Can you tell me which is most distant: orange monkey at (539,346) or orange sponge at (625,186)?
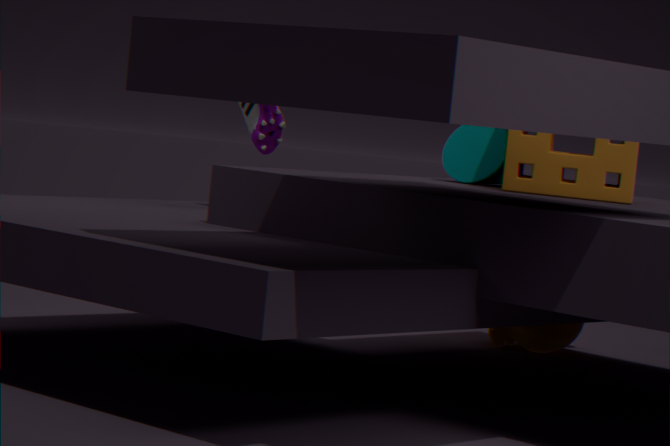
orange monkey at (539,346)
